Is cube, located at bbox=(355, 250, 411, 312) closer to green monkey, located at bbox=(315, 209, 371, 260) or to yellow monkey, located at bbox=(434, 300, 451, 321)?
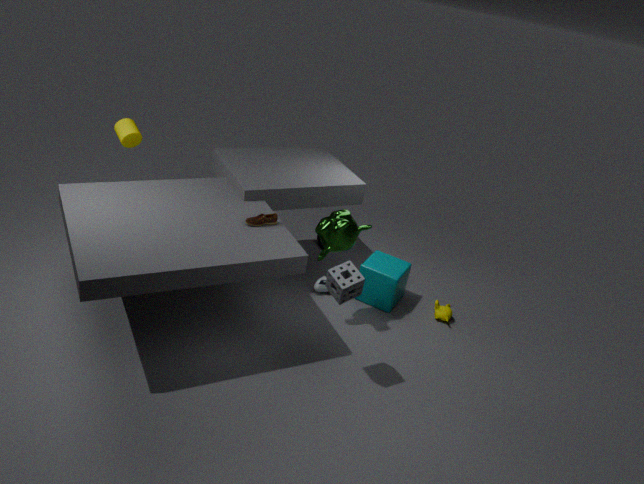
yellow monkey, located at bbox=(434, 300, 451, 321)
